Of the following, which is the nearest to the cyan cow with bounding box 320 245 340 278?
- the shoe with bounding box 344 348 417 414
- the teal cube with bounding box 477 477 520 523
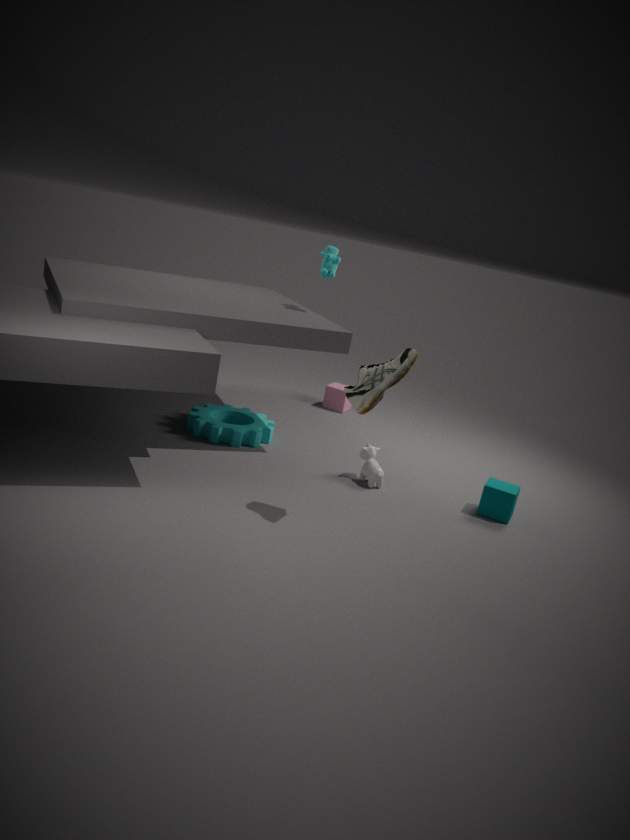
the shoe with bounding box 344 348 417 414
